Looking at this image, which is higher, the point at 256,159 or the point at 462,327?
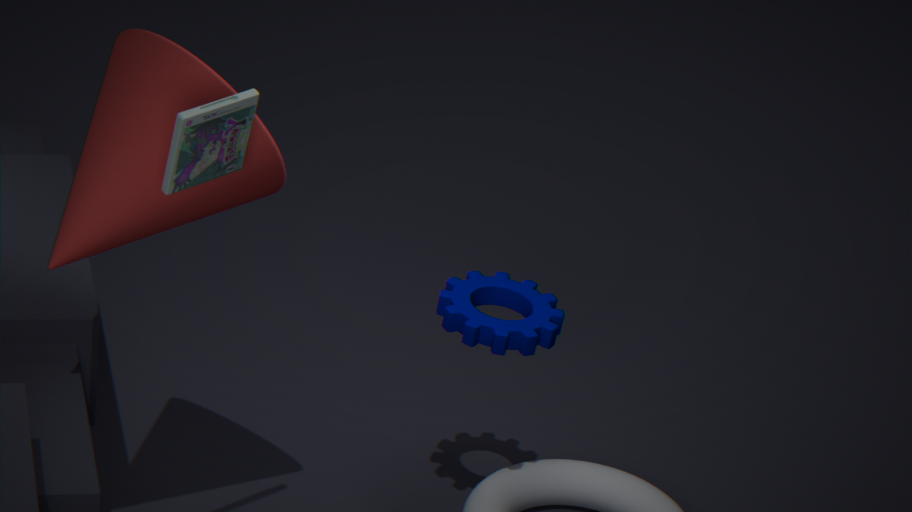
the point at 256,159
